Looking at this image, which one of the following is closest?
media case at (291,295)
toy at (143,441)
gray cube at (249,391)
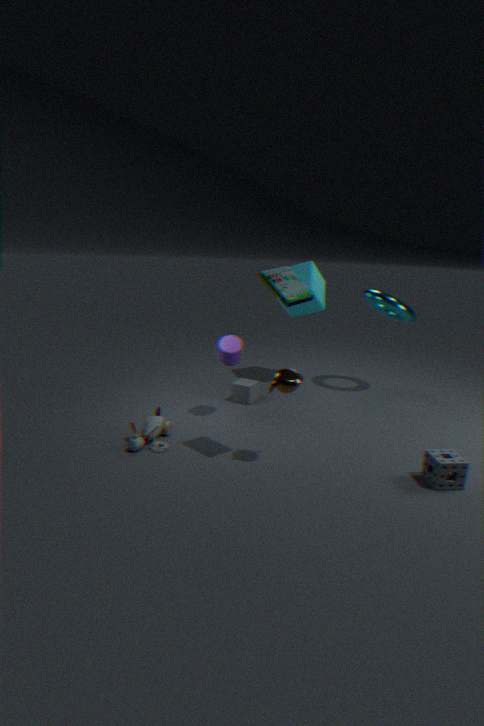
media case at (291,295)
